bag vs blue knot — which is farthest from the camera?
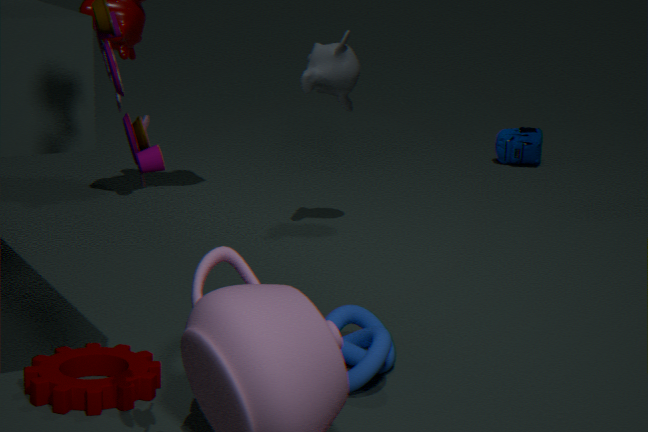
bag
